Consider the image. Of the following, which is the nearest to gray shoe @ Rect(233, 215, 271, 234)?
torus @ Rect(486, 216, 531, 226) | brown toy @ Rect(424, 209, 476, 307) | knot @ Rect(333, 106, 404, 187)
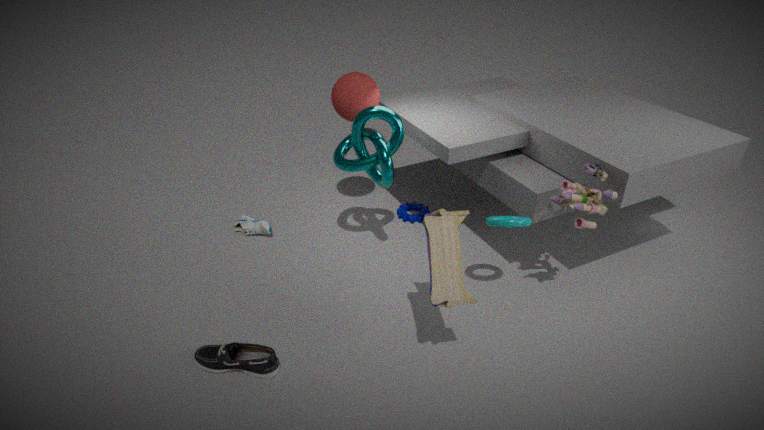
knot @ Rect(333, 106, 404, 187)
